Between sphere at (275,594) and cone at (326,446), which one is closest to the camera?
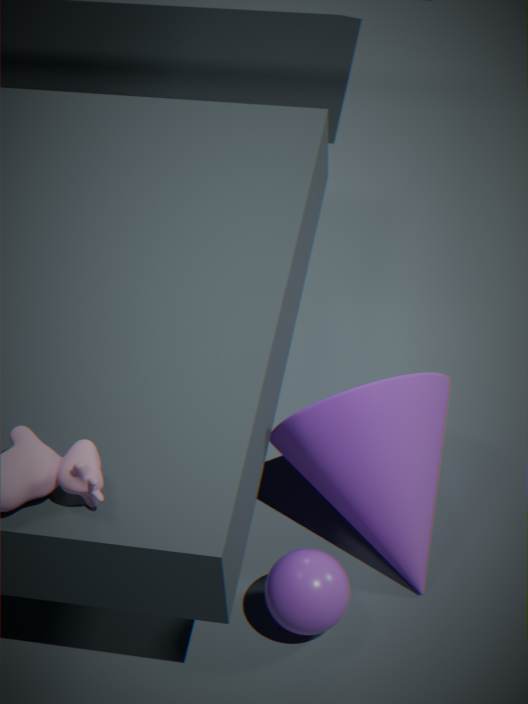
sphere at (275,594)
